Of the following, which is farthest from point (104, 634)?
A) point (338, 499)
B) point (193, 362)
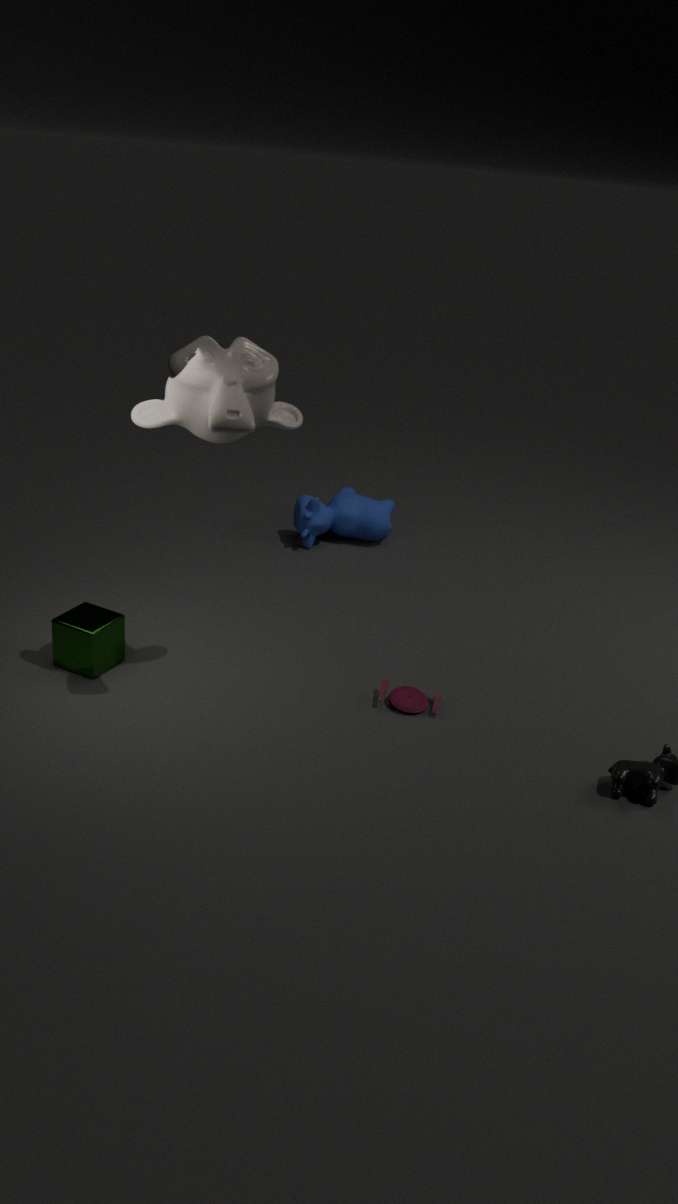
point (338, 499)
